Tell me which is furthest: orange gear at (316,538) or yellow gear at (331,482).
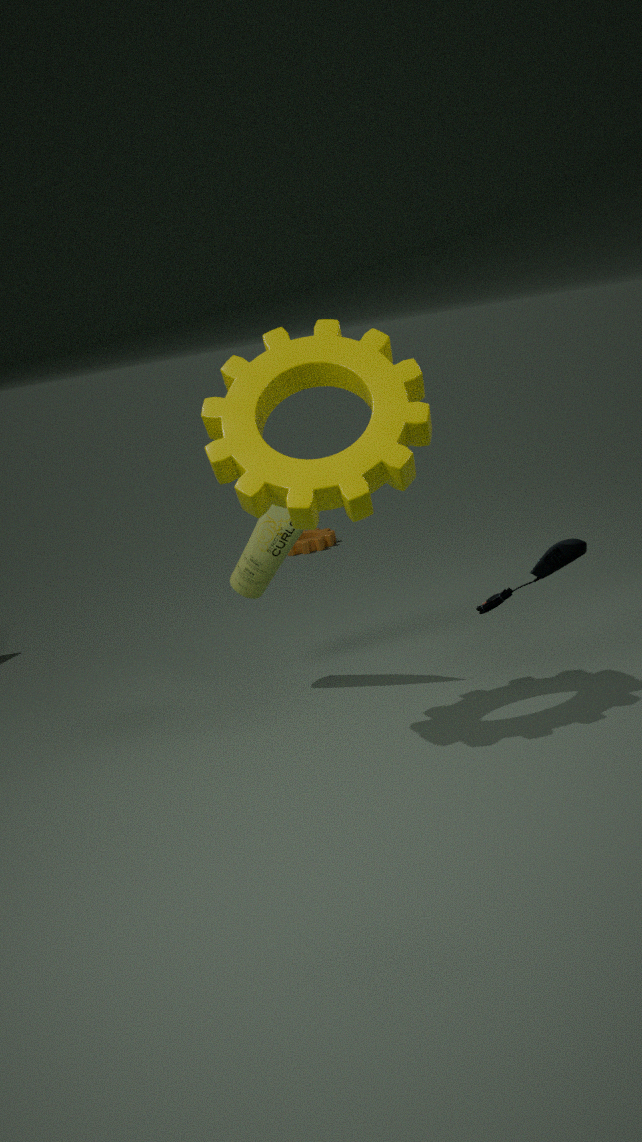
orange gear at (316,538)
